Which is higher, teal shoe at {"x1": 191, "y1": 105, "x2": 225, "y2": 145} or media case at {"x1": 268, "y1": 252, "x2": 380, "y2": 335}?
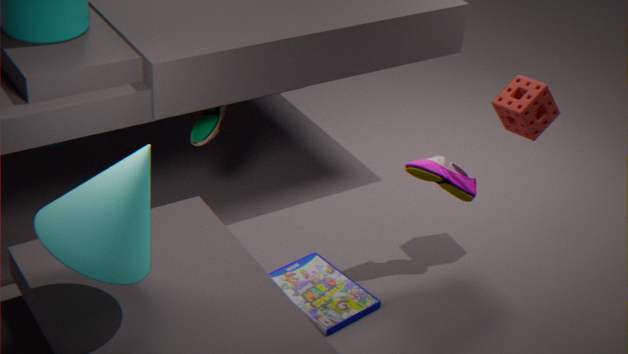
A: teal shoe at {"x1": 191, "y1": 105, "x2": 225, "y2": 145}
